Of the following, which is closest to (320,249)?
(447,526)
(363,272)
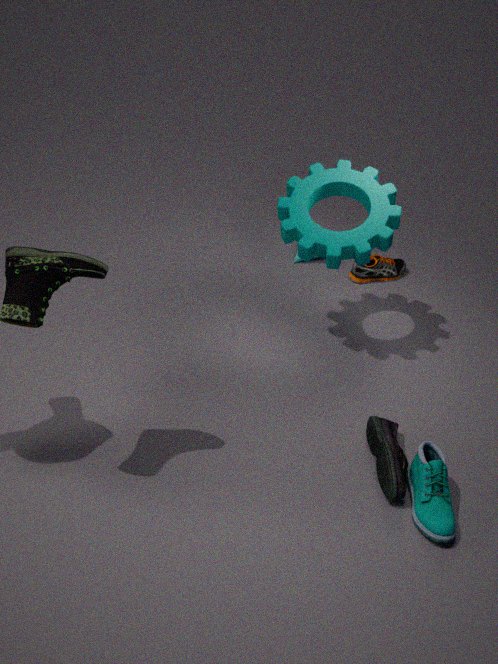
(363,272)
